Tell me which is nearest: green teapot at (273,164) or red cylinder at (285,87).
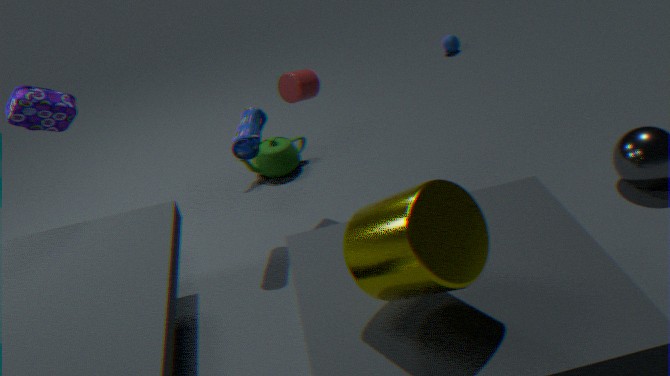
red cylinder at (285,87)
